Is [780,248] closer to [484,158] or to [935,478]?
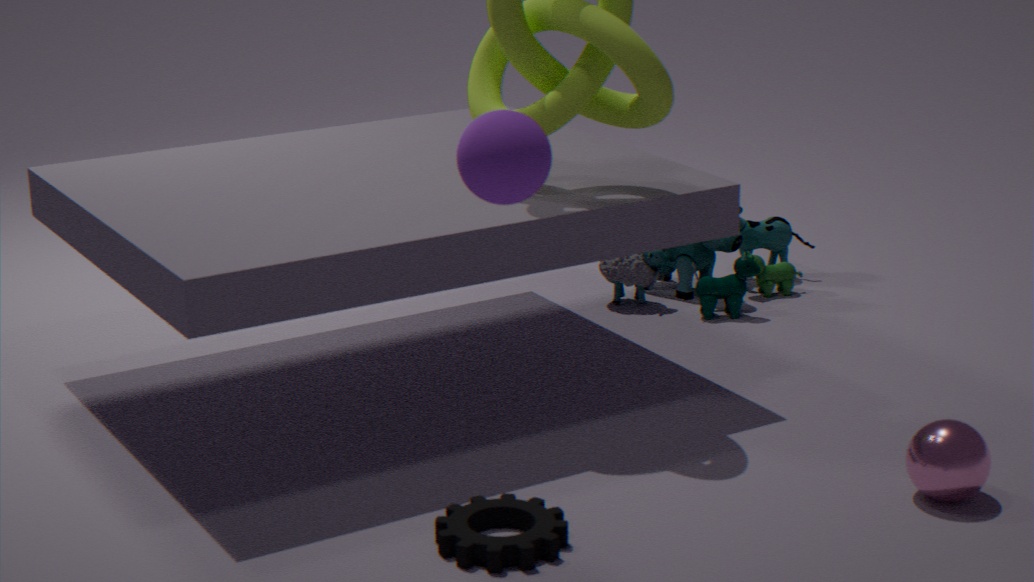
[935,478]
